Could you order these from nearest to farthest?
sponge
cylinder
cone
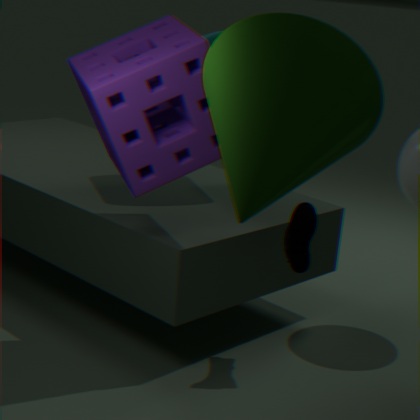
cone < sponge < cylinder
